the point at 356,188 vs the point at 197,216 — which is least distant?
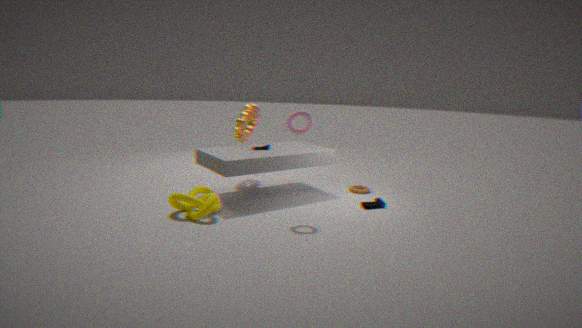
the point at 197,216
